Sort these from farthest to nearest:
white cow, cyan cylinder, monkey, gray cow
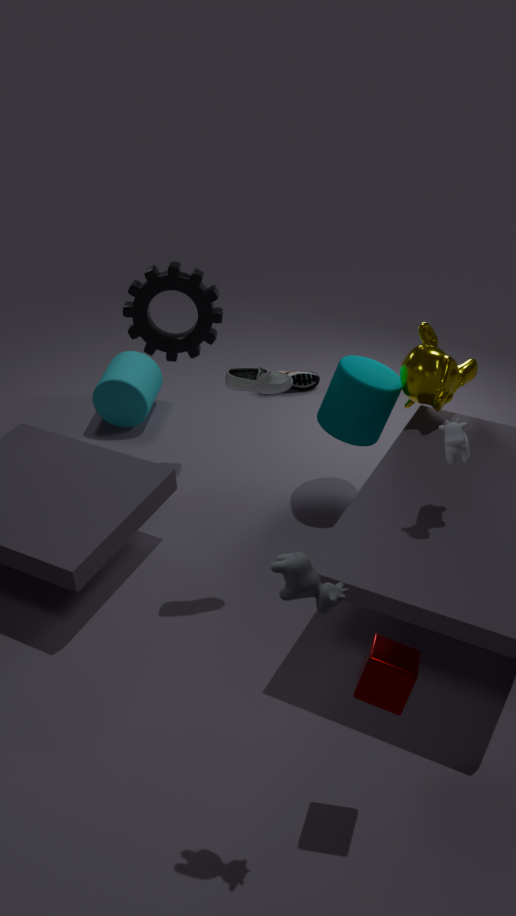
cyan cylinder < monkey < white cow < gray cow
